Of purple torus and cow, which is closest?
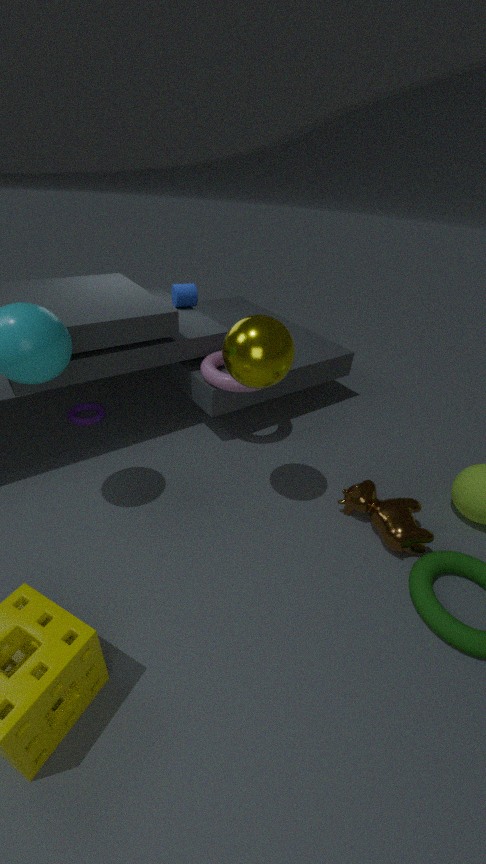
cow
